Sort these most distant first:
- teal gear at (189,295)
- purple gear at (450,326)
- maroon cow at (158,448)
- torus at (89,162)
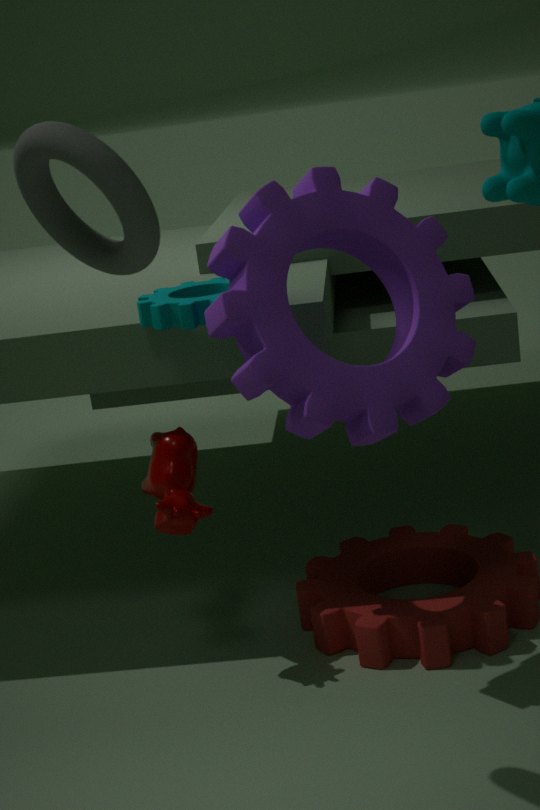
maroon cow at (158,448)
teal gear at (189,295)
purple gear at (450,326)
torus at (89,162)
